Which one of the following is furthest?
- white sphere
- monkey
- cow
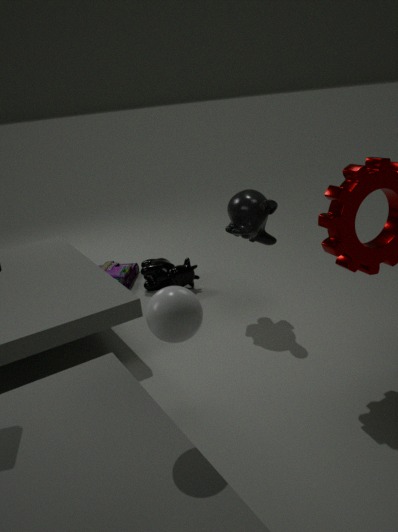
cow
